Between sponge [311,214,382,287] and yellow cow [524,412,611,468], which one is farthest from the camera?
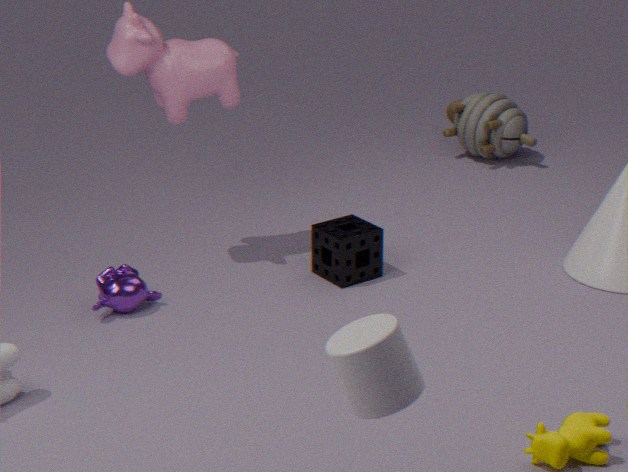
sponge [311,214,382,287]
